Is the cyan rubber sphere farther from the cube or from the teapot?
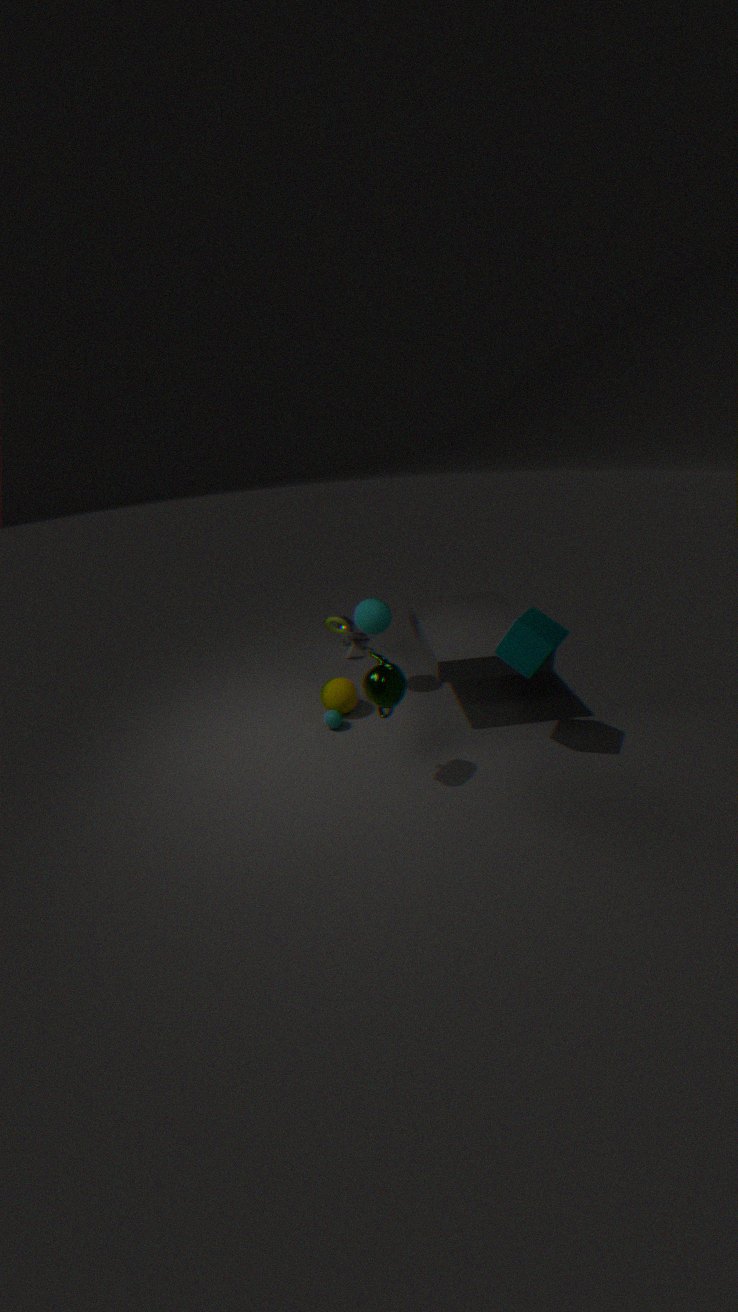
the cube
